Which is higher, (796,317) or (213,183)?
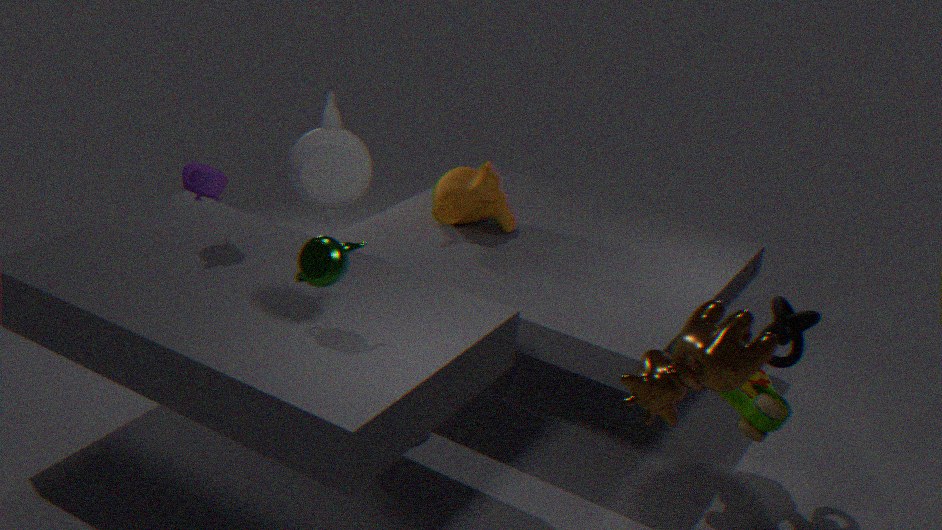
(213,183)
